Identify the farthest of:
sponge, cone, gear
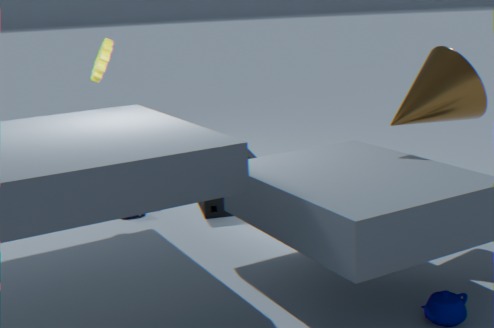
sponge
